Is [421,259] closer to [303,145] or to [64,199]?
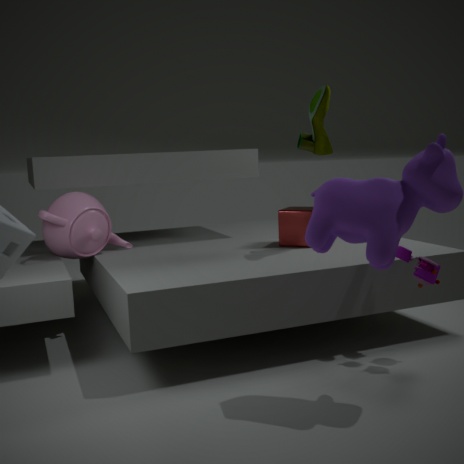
[303,145]
